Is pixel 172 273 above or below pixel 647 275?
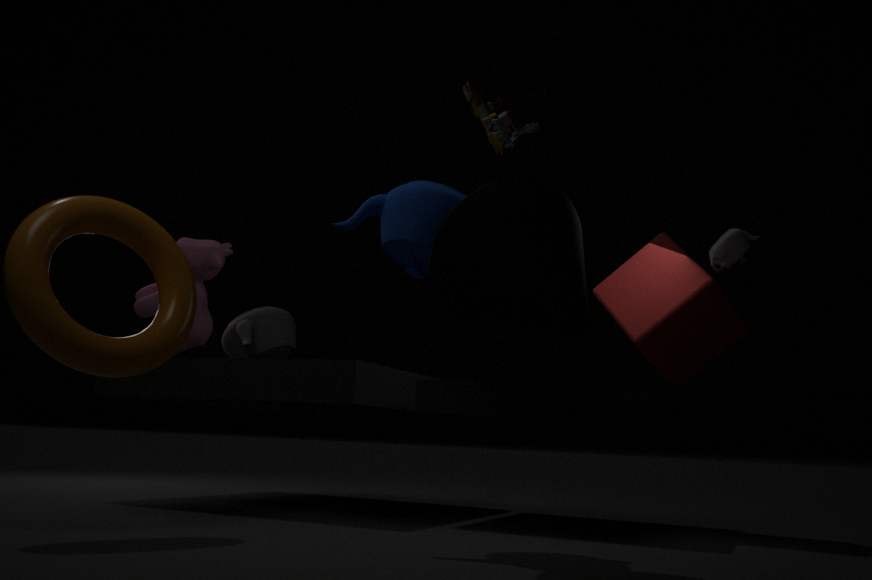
below
